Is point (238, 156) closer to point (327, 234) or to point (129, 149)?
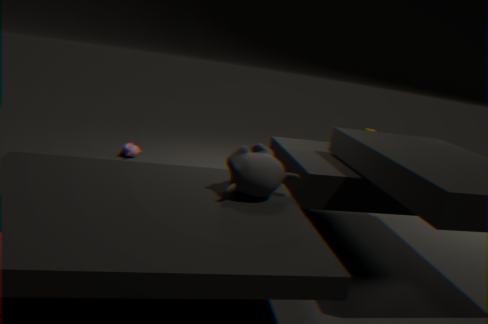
Result: point (327, 234)
